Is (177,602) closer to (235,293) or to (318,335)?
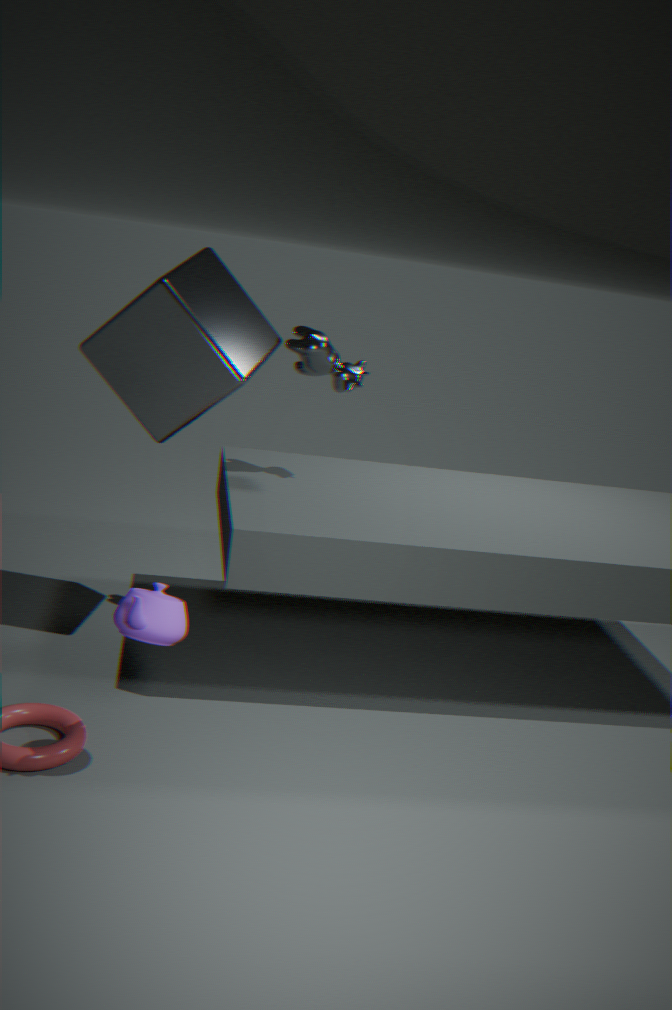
(235,293)
